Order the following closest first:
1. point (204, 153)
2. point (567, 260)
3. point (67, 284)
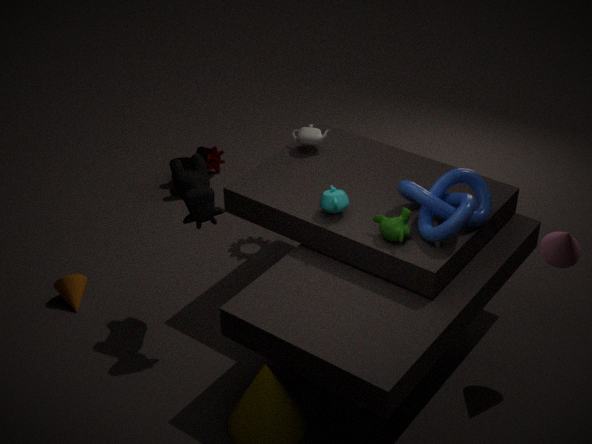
point (567, 260) → point (67, 284) → point (204, 153)
